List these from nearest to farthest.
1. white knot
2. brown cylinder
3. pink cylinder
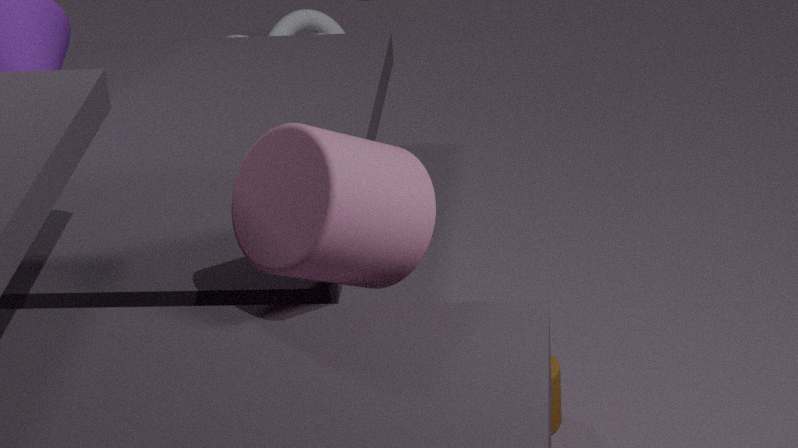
1. pink cylinder
2. brown cylinder
3. white knot
